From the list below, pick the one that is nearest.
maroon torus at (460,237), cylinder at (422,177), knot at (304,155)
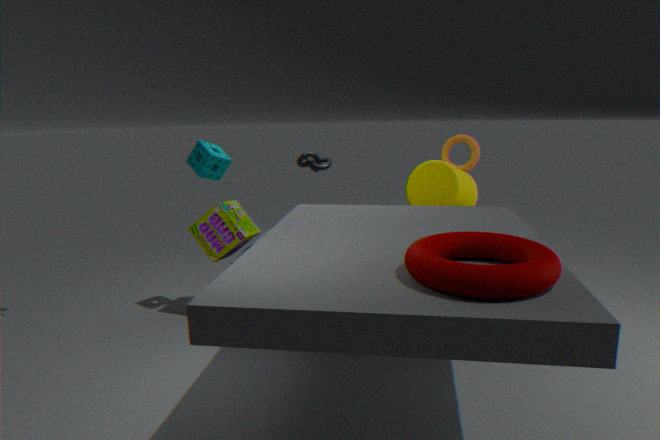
maroon torus at (460,237)
